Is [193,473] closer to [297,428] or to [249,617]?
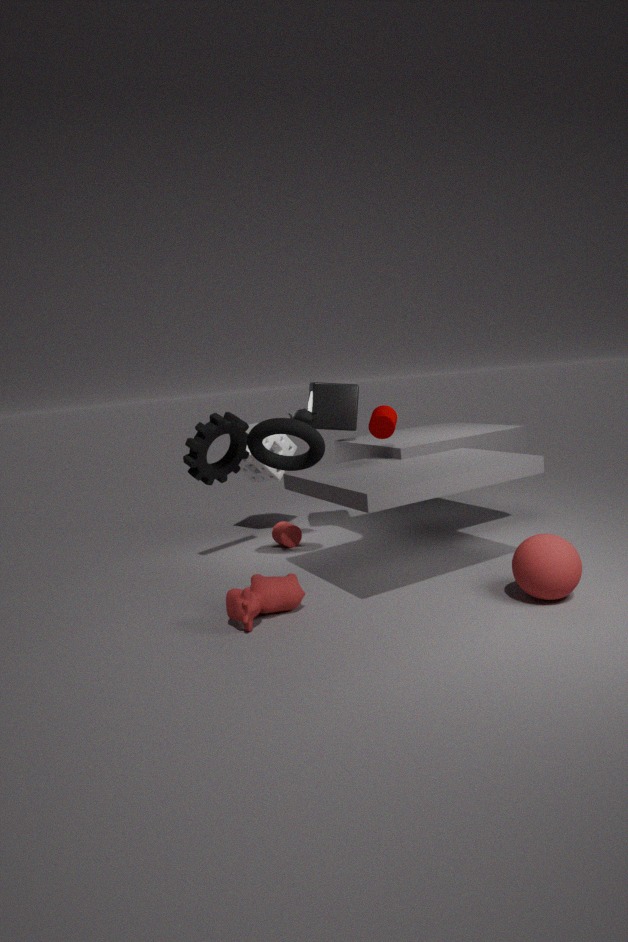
[297,428]
